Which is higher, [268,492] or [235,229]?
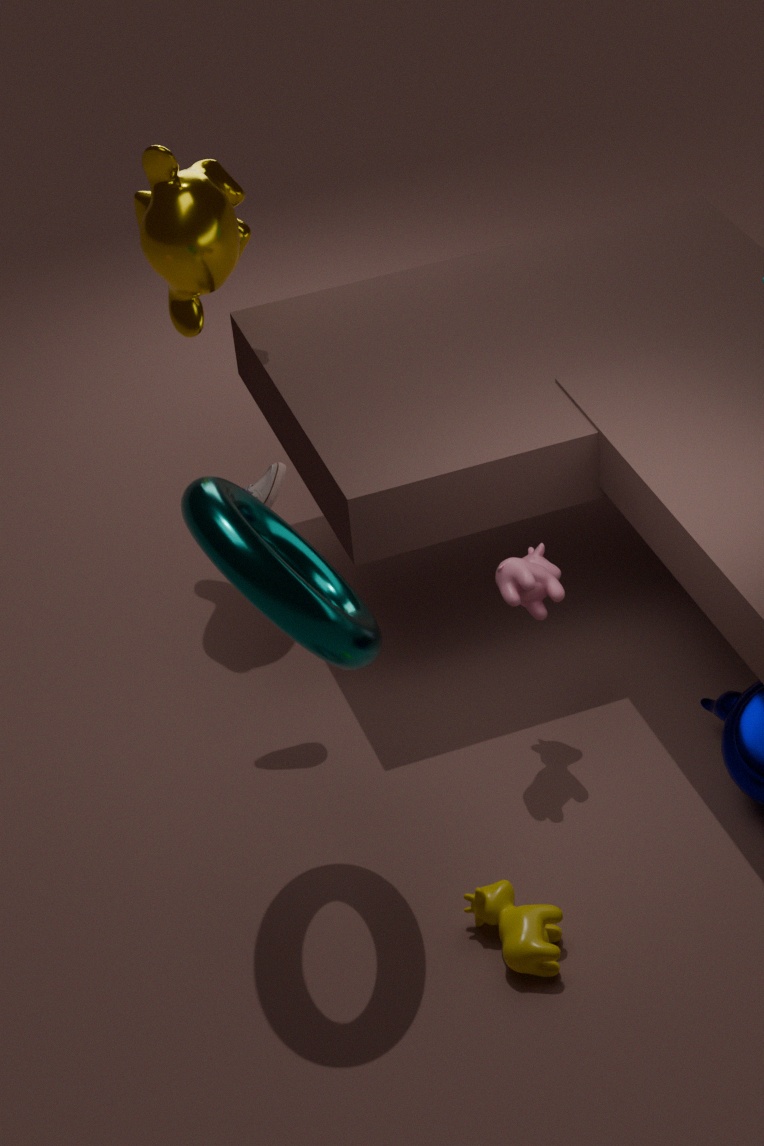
[235,229]
